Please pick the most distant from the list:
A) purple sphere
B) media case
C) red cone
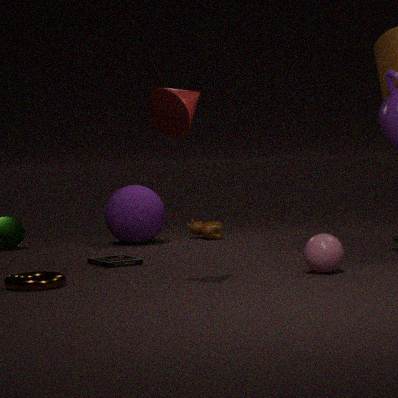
purple sphere
